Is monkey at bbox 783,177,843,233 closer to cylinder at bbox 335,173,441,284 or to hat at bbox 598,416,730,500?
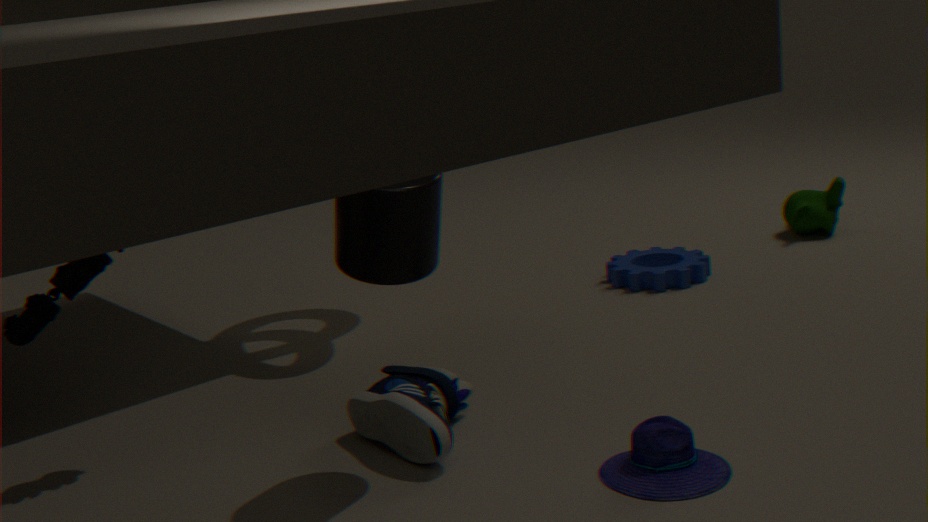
hat at bbox 598,416,730,500
